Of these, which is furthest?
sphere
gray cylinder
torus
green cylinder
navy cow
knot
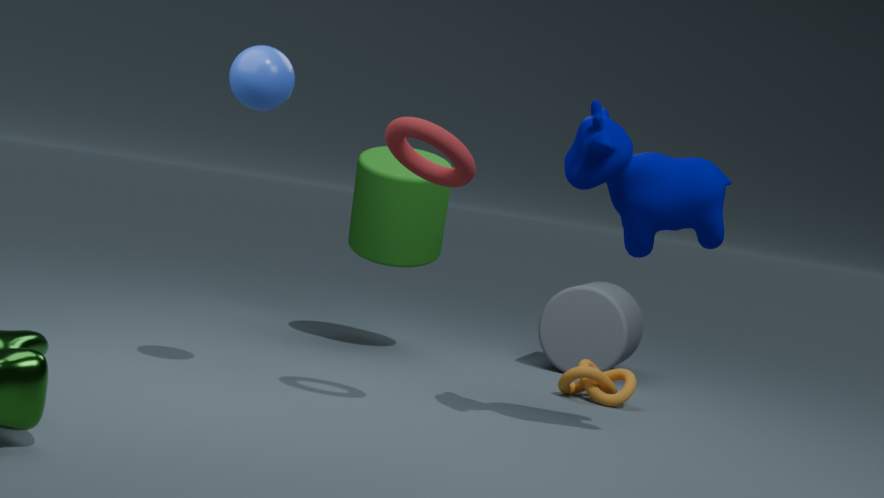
gray cylinder
